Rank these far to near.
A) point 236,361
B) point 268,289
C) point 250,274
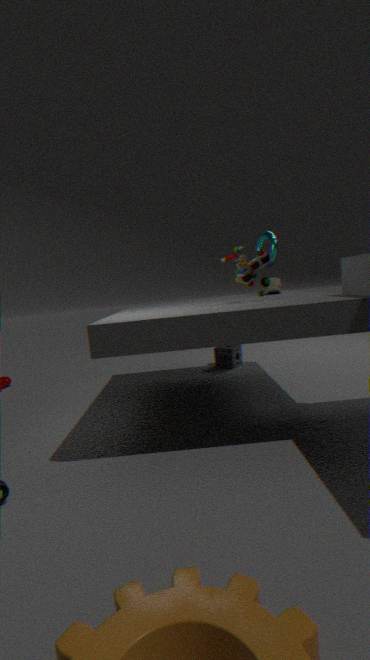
point 236,361 → point 268,289 → point 250,274
